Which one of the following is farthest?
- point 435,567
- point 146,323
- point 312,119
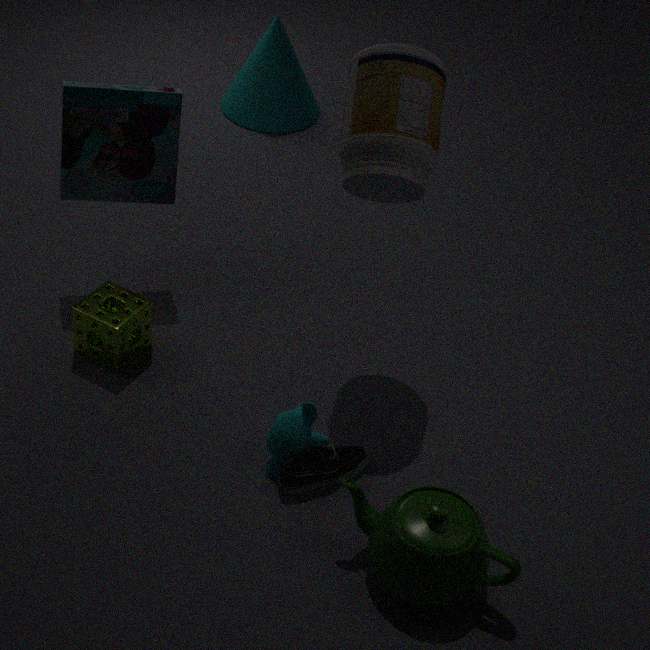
point 312,119
